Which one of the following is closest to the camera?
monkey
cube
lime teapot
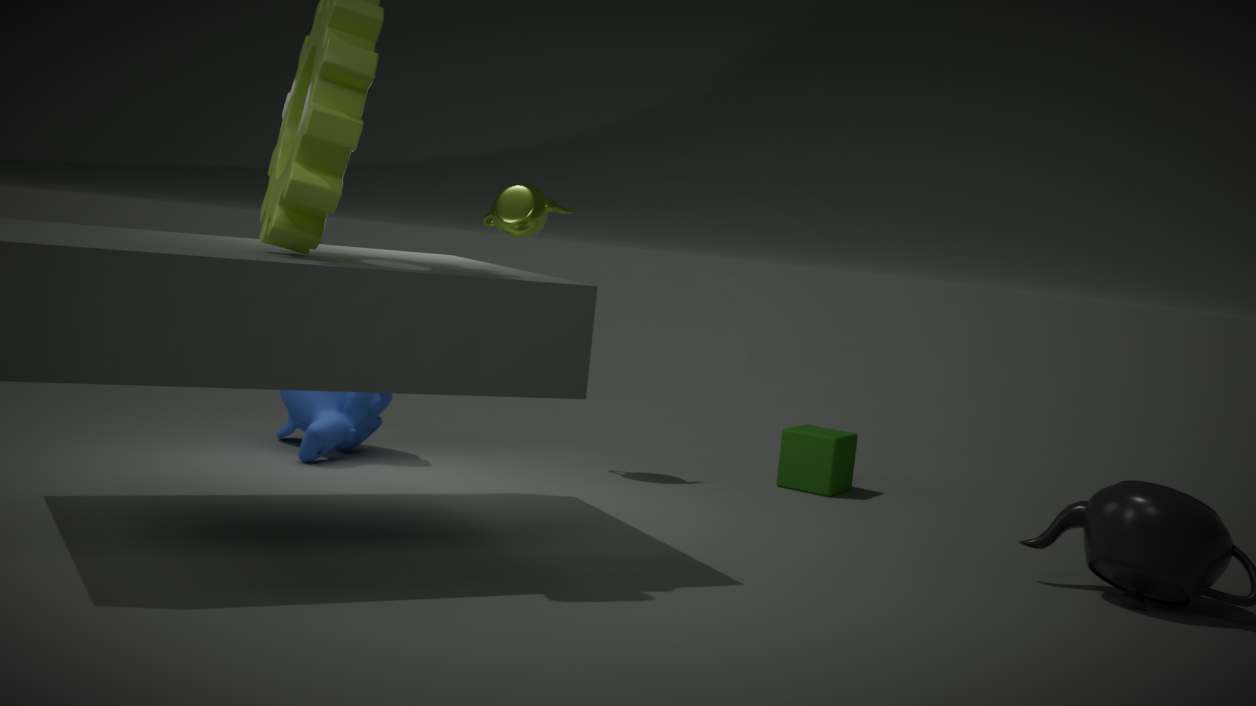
monkey
